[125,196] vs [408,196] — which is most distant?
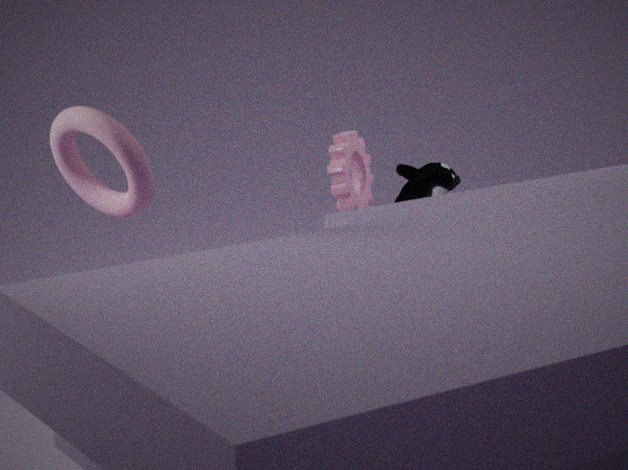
[408,196]
